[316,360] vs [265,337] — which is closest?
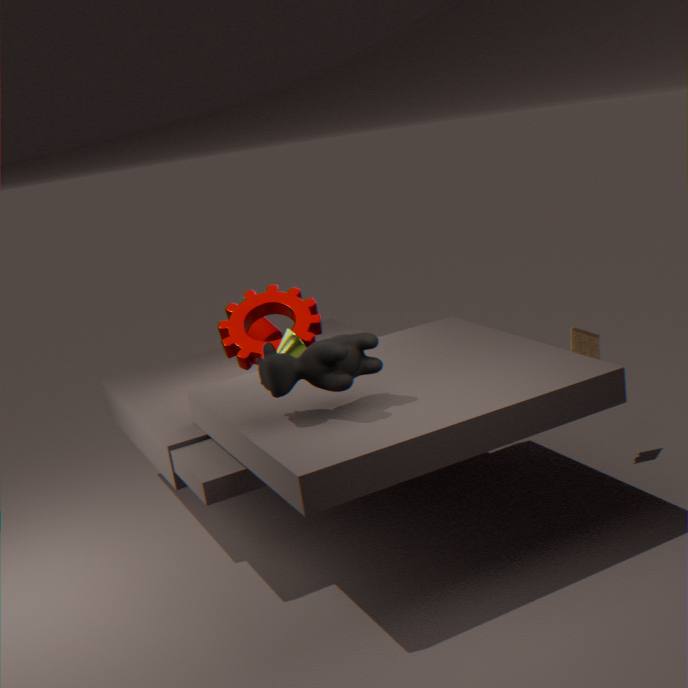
[316,360]
